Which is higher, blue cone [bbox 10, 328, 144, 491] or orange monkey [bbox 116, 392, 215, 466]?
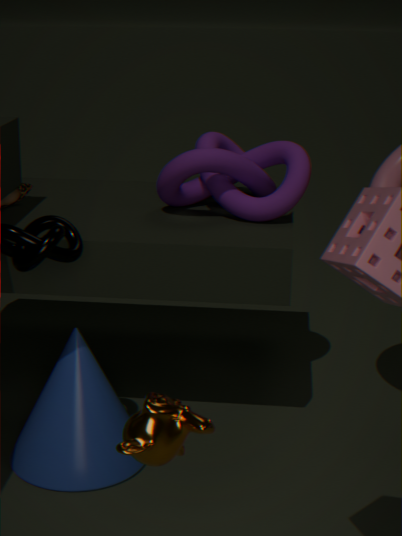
orange monkey [bbox 116, 392, 215, 466]
